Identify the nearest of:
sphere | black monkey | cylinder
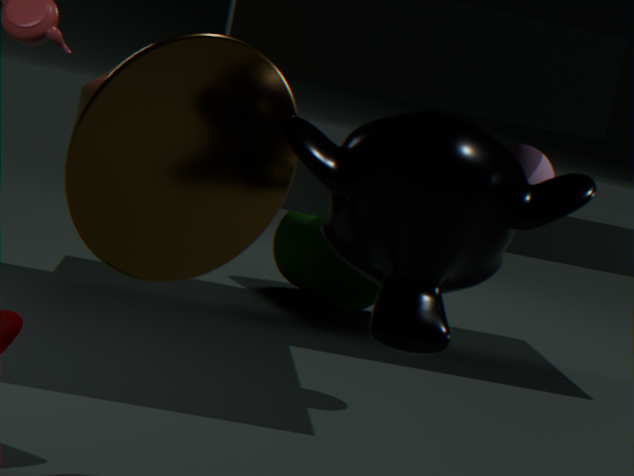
black monkey
